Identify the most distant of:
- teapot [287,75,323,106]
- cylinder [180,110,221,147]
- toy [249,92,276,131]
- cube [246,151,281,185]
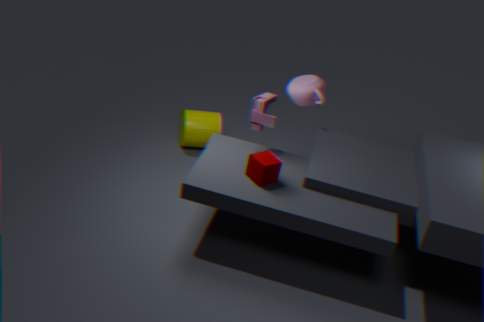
cylinder [180,110,221,147]
